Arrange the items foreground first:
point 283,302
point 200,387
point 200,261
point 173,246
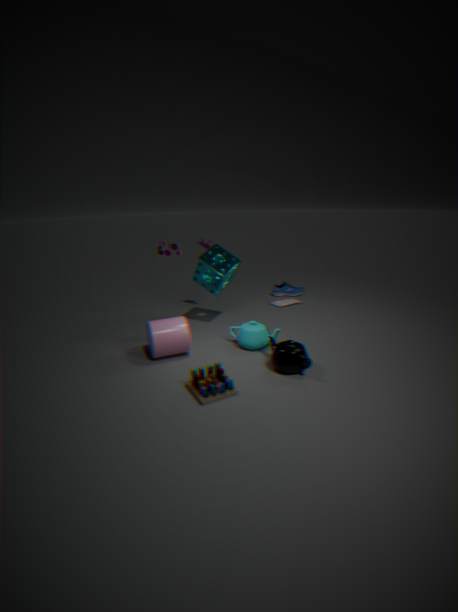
point 200,387
point 173,246
point 200,261
point 283,302
